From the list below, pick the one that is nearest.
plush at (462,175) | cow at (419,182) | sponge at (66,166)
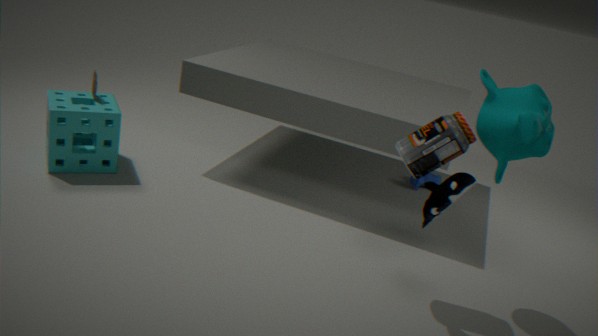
plush at (462,175)
